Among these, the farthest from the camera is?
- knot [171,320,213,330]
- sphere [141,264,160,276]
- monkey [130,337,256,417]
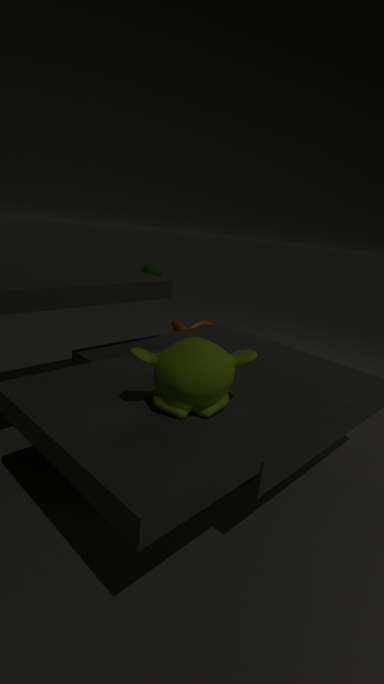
knot [171,320,213,330]
